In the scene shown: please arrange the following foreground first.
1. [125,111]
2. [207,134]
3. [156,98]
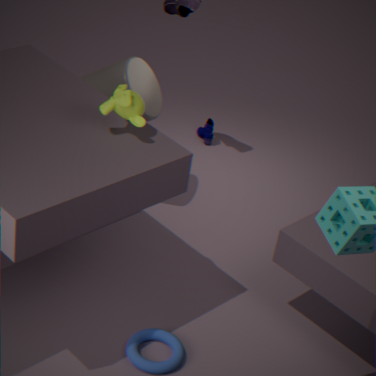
[125,111] → [156,98] → [207,134]
